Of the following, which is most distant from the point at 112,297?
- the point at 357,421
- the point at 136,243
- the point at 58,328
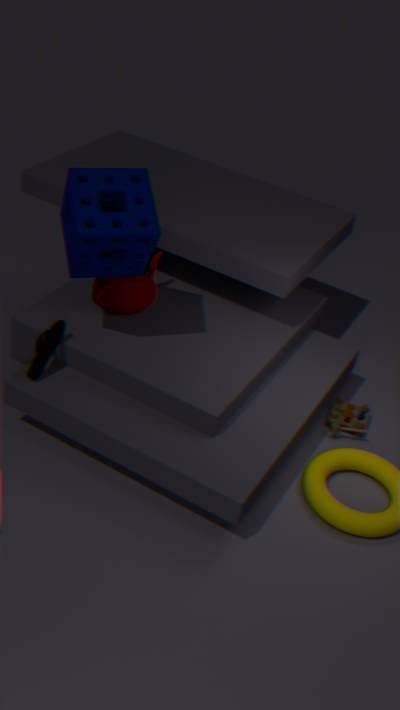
the point at 357,421
